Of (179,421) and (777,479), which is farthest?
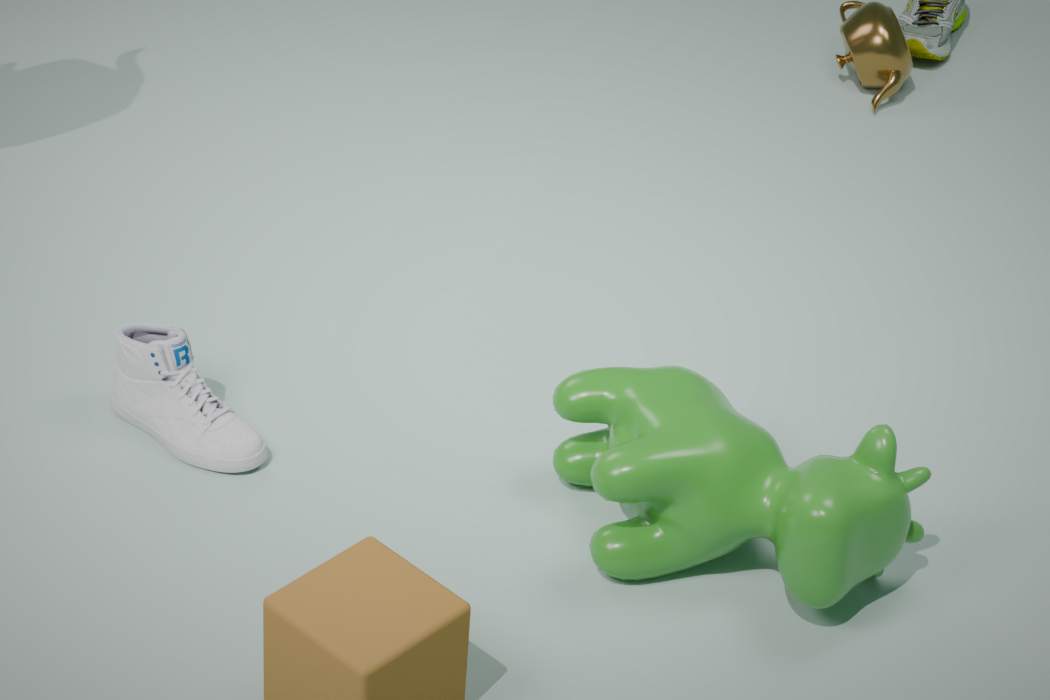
(179,421)
